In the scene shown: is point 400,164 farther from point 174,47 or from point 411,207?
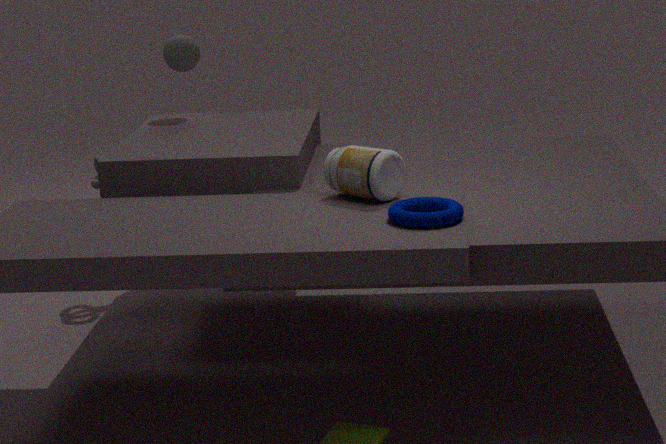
point 174,47
